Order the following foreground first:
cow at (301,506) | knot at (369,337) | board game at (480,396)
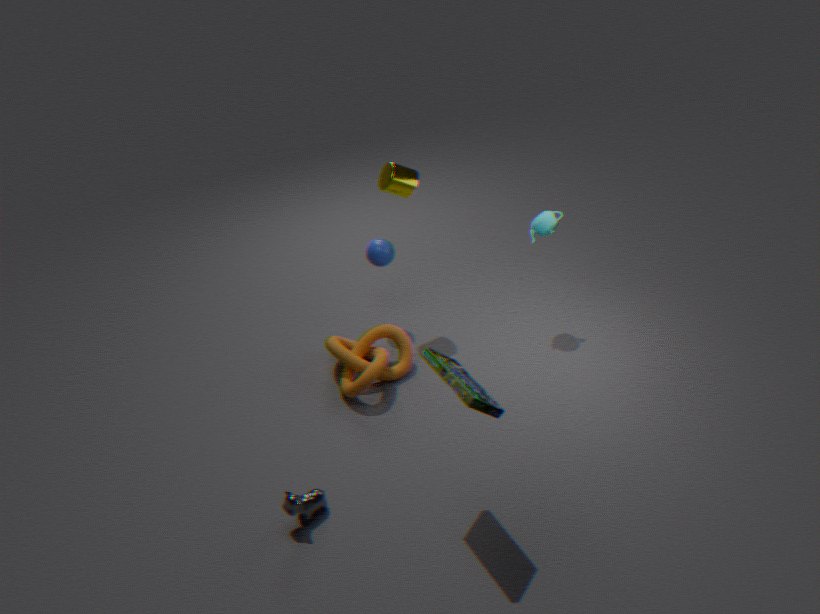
1. board game at (480,396)
2. cow at (301,506)
3. knot at (369,337)
